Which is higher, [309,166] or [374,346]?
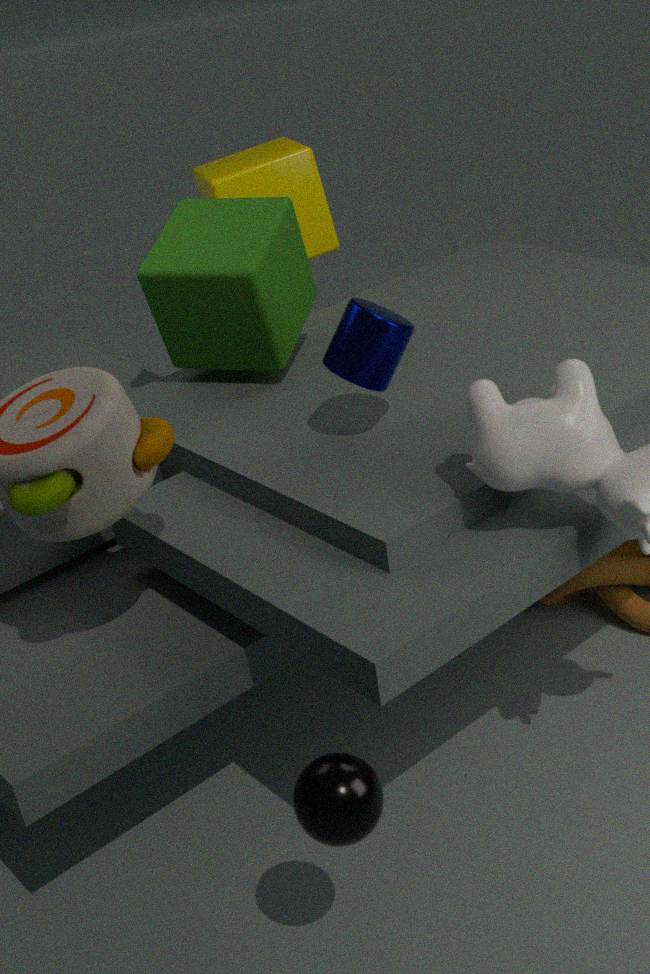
[309,166]
